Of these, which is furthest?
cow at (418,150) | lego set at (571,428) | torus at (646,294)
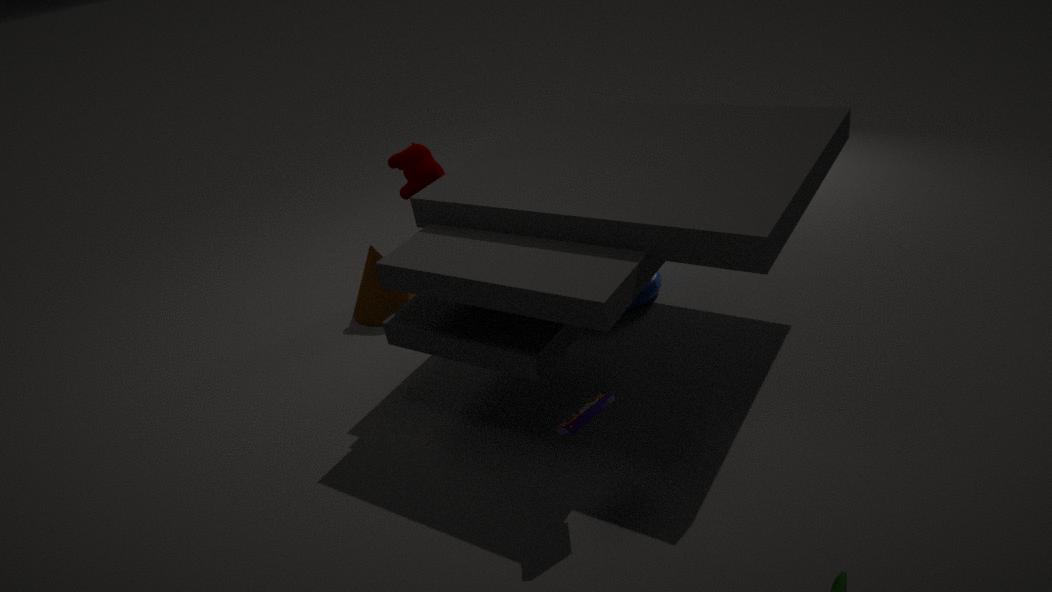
cow at (418,150)
